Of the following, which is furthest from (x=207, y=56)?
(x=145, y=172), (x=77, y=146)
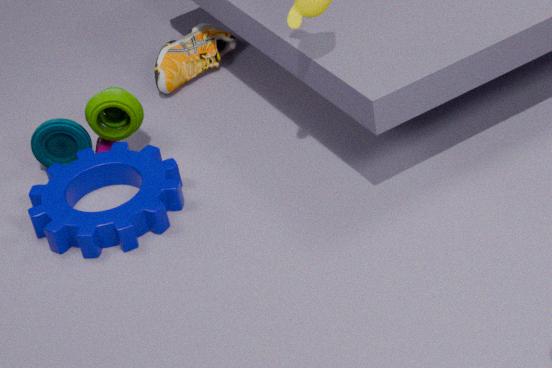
(x=145, y=172)
